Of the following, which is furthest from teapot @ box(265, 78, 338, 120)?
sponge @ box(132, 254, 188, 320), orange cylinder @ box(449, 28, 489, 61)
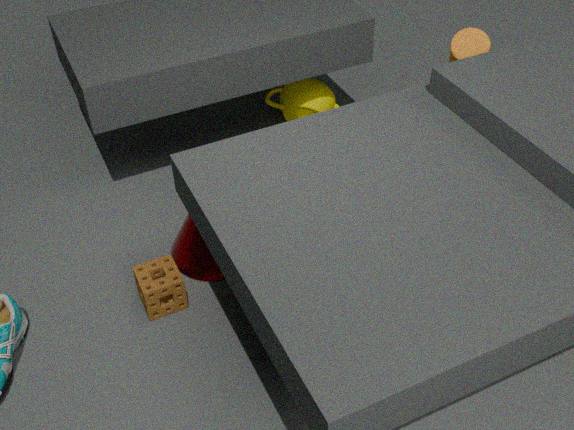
sponge @ box(132, 254, 188, 320)
